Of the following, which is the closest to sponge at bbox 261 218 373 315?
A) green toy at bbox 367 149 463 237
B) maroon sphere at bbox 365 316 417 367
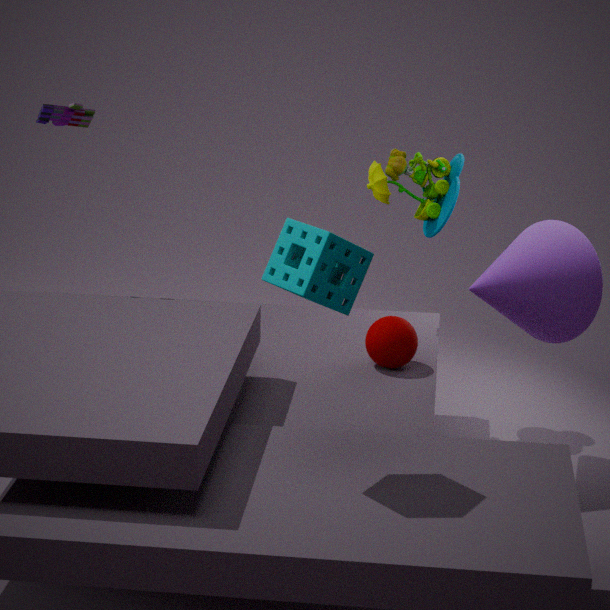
maroon sphere at bbox 365 316 417 367
